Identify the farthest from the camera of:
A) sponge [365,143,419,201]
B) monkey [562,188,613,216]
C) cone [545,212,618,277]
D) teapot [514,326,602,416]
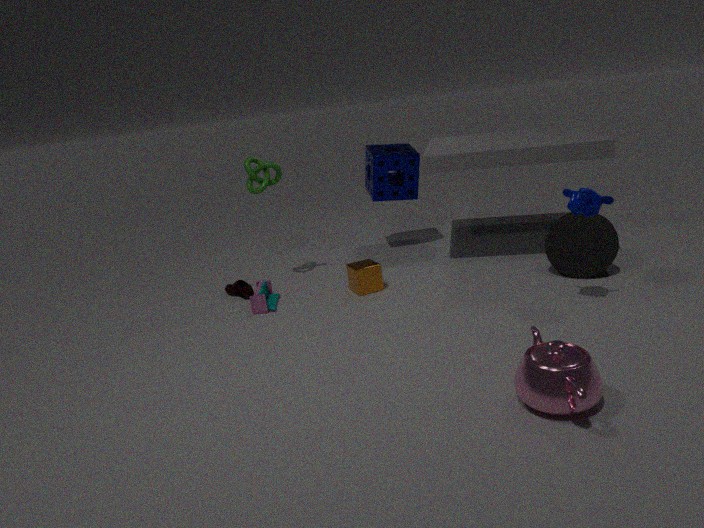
sponge [365,143,419,201]
